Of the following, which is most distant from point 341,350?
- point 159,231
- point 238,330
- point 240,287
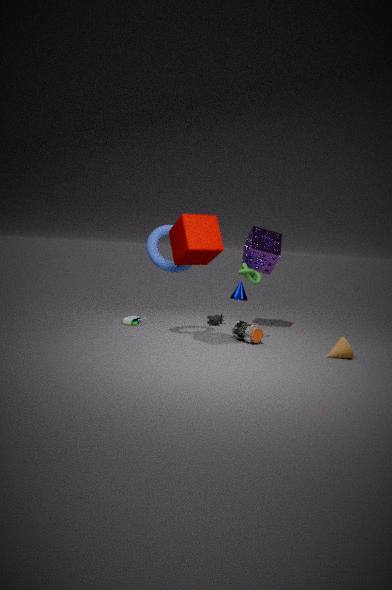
point 159,231
